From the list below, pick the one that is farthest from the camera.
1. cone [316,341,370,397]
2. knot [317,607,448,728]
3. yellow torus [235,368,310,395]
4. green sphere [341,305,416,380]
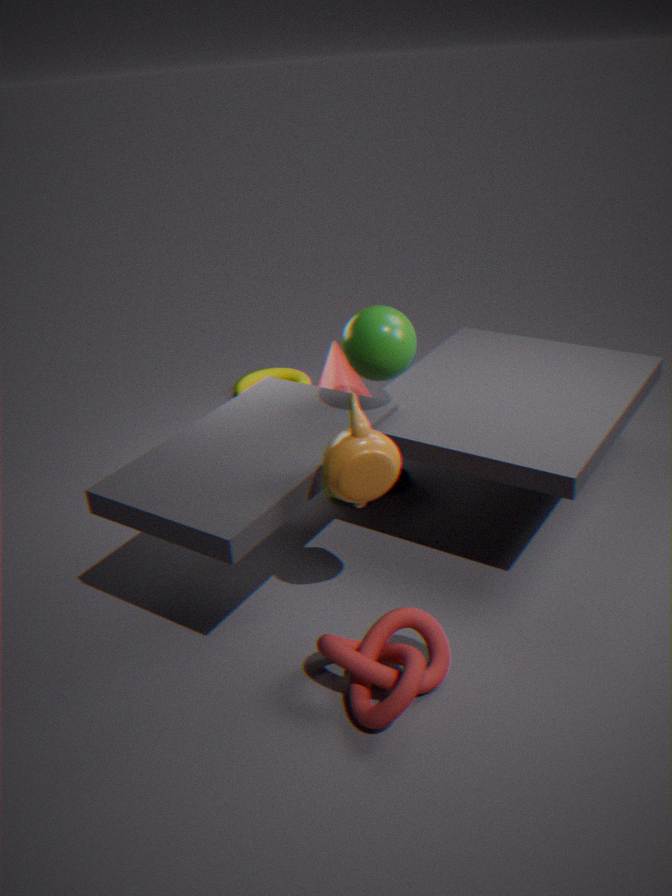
yellow torus [235,368,310,395]
